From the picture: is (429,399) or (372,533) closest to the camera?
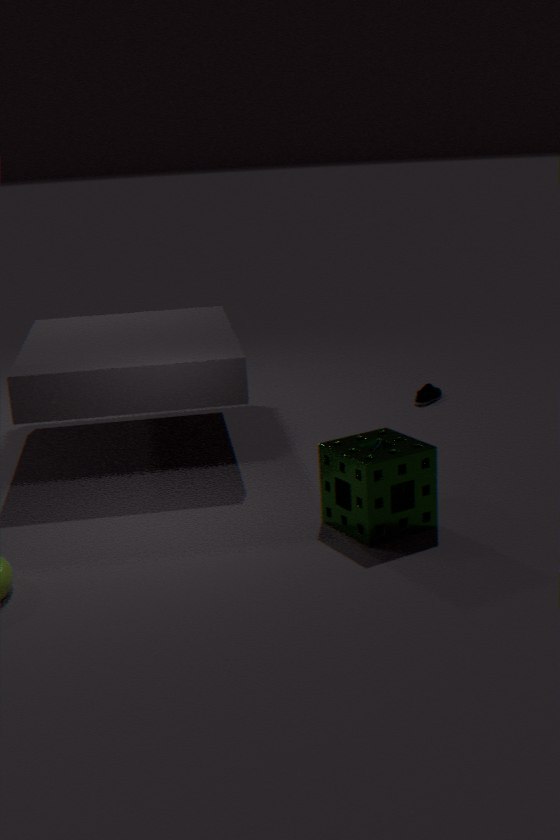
(372,533)
